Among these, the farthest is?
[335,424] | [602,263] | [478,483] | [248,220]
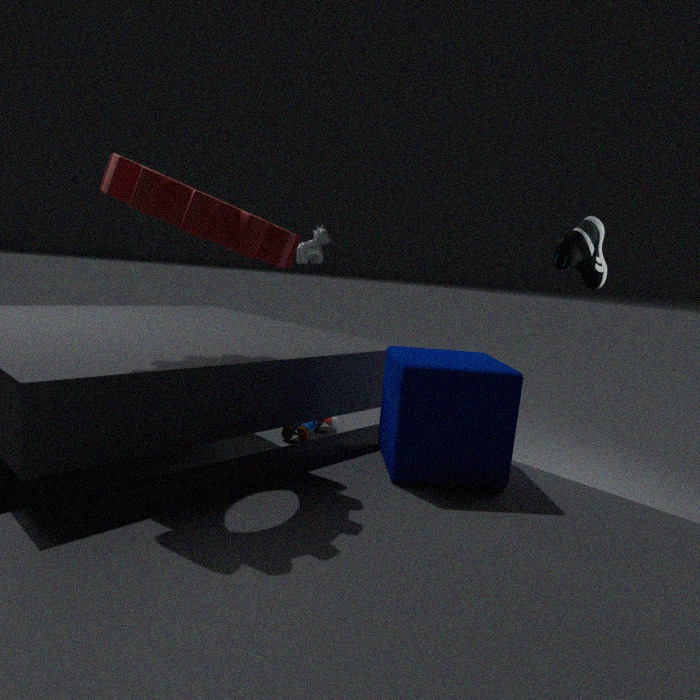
[335,424]
